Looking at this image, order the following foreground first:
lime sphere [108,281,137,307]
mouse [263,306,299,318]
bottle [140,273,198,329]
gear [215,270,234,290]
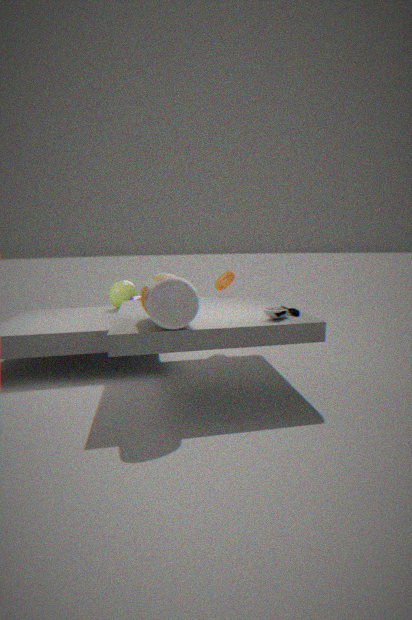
bottle [140,273,198,329], mouse [263,306,299,318], gear [215,270,234,290], lime sphere [108,281,137,307]
